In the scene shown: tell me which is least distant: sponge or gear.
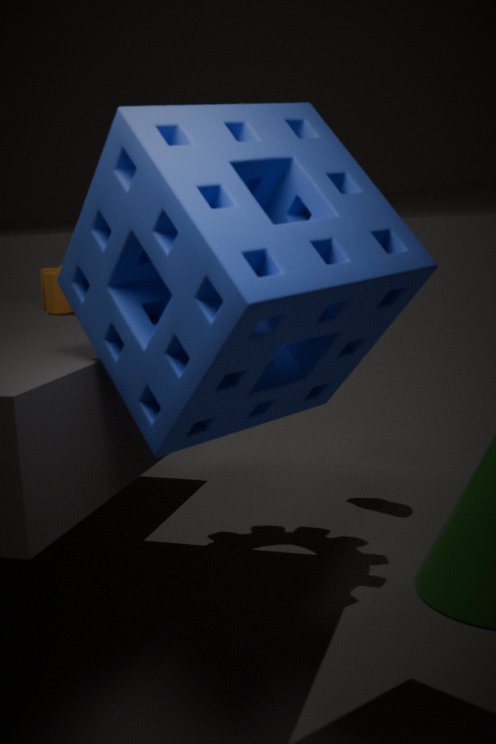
sponge
